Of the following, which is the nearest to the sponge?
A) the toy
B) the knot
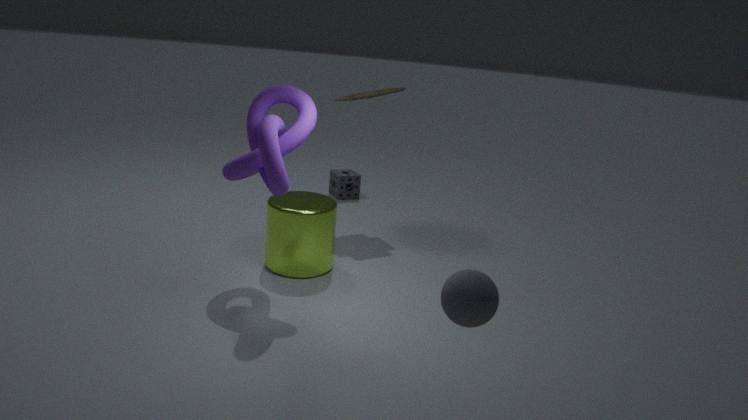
the toy
